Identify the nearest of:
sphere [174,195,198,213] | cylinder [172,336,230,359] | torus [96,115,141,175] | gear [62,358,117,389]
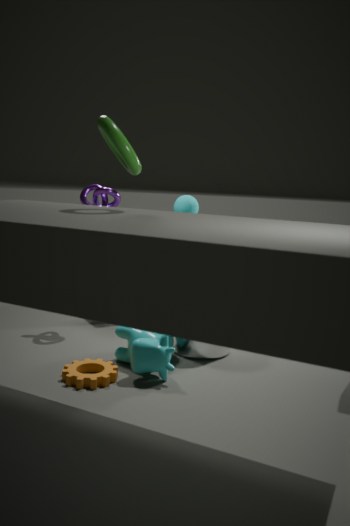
torus [96,115,141,175]
